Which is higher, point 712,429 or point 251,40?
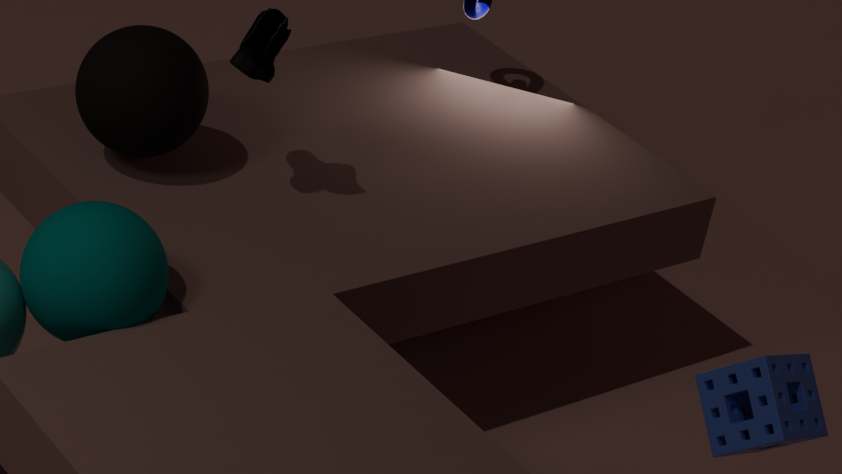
point 251,40
